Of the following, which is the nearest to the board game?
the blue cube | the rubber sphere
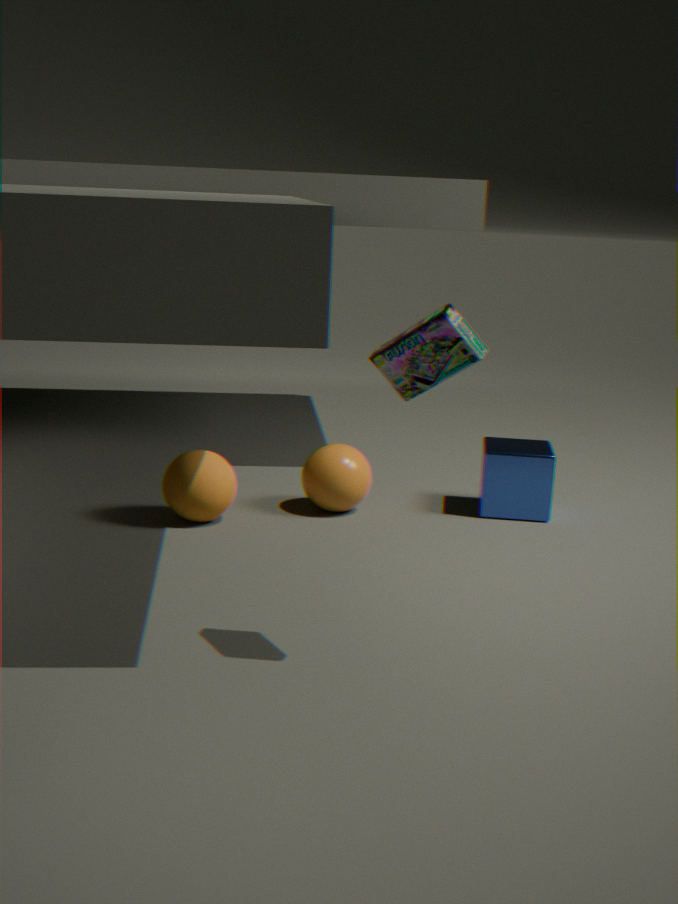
the rubber sphere
